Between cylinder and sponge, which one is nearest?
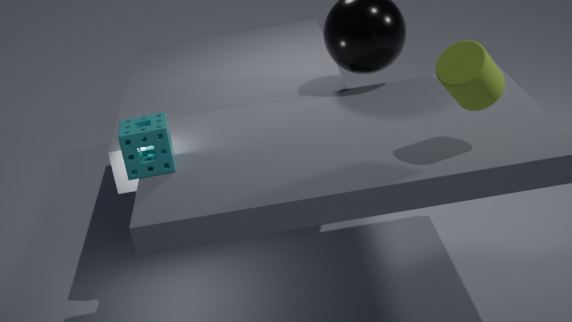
cylinder
